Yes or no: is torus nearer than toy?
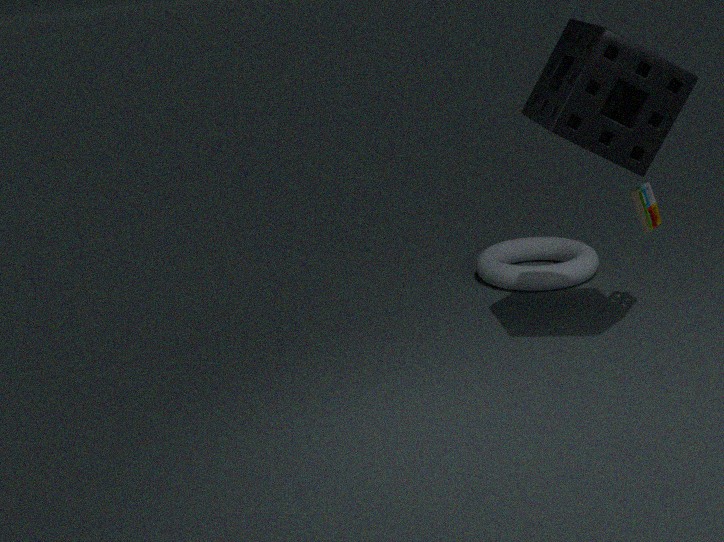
No
